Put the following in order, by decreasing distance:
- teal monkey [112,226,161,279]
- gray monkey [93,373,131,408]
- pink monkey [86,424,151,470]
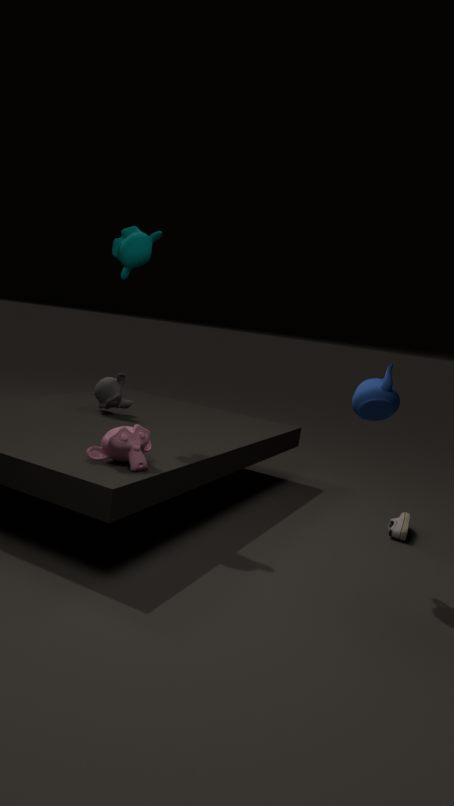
gray monkey [93,373,131,408] < teal monkey [112,226,161,279] < pink monkey [86,424,151,470]
